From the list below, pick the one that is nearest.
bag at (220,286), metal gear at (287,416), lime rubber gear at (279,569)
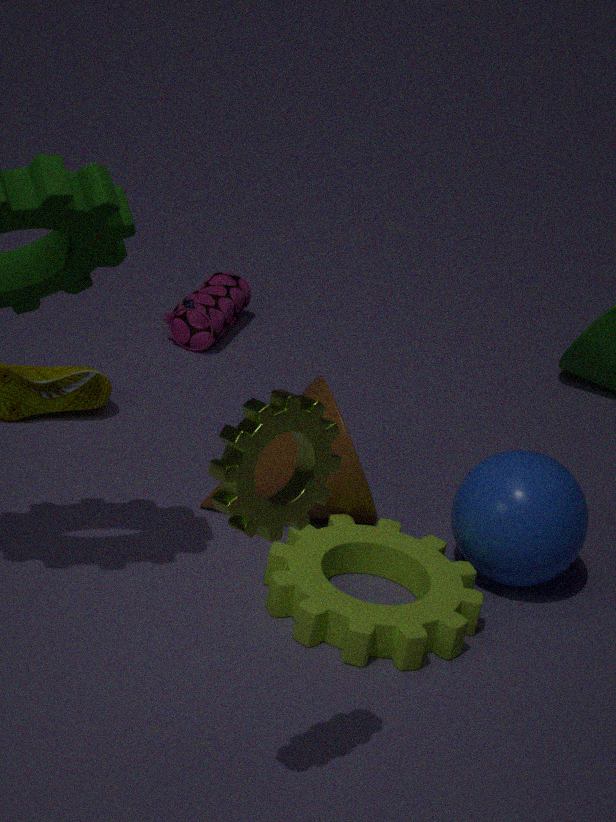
metal gear at (287,416)
